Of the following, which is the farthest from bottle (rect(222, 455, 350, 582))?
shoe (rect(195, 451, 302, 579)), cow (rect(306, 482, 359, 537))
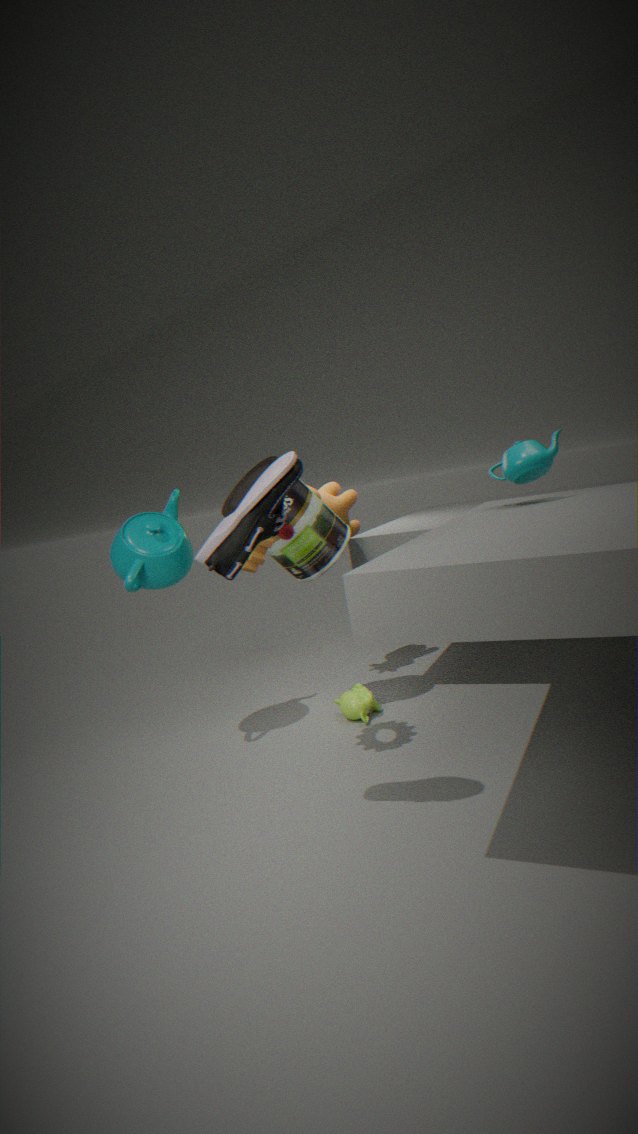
shoe (rect(195, 451, 302, 579))
